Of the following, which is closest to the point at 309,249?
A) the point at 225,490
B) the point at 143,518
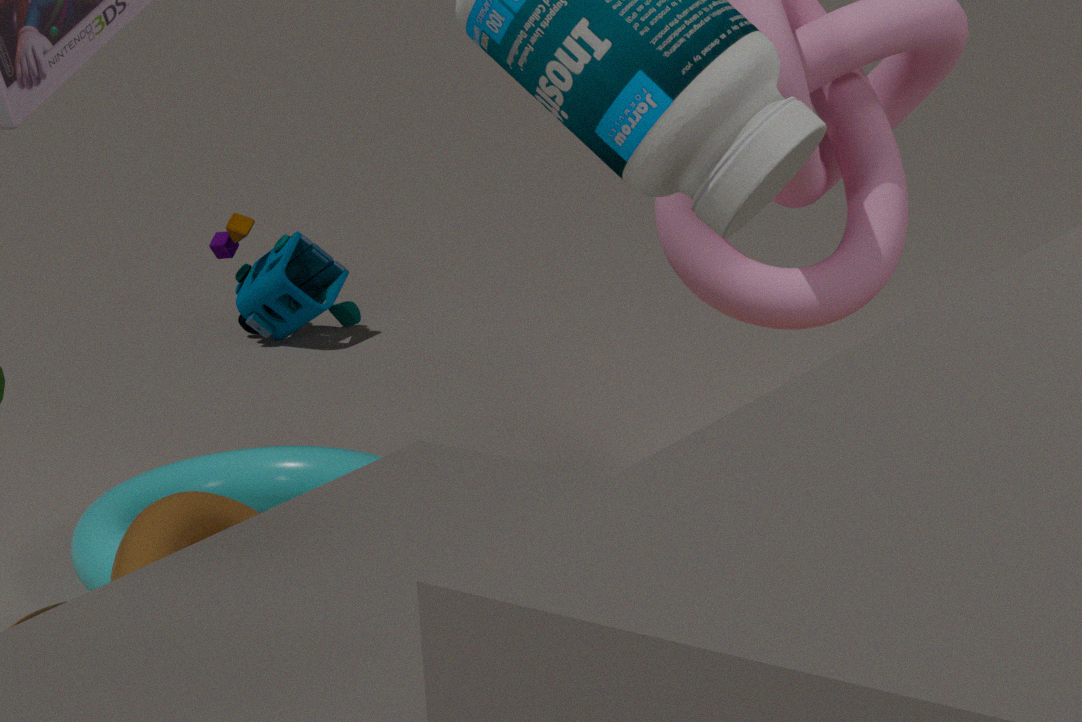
the point at 225,490
